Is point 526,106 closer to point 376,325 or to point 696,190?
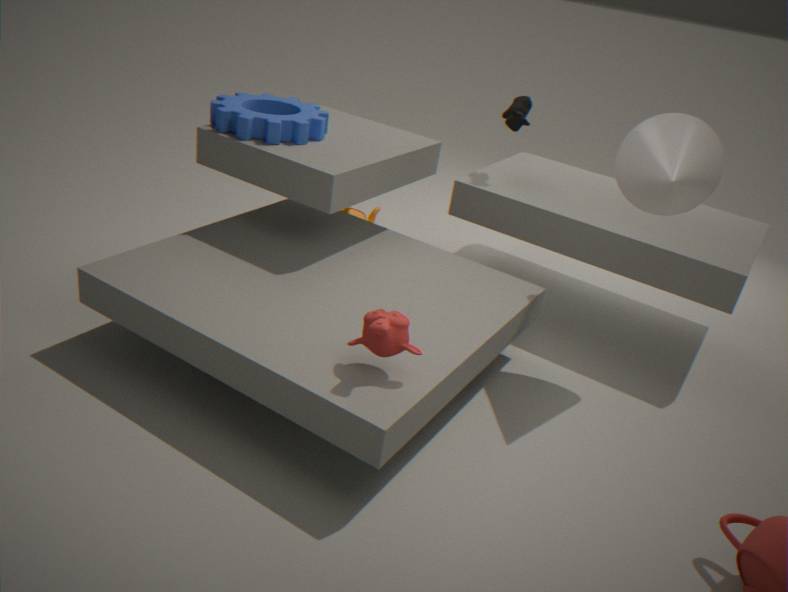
point 696,190
